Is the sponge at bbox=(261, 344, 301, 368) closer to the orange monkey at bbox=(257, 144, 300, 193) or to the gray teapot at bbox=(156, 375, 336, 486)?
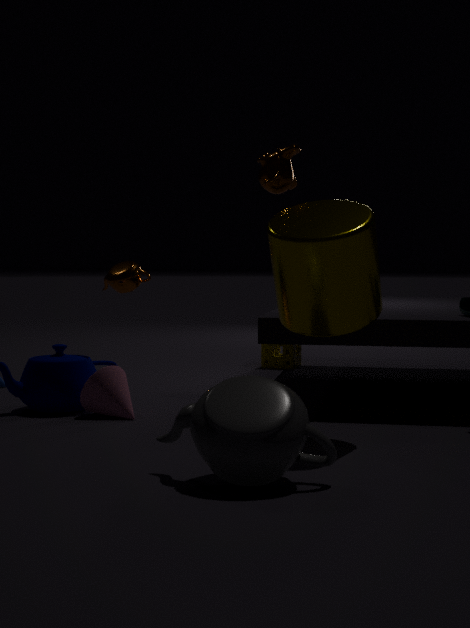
the orange monkey at bbox=(257, 144, 300, 193)
